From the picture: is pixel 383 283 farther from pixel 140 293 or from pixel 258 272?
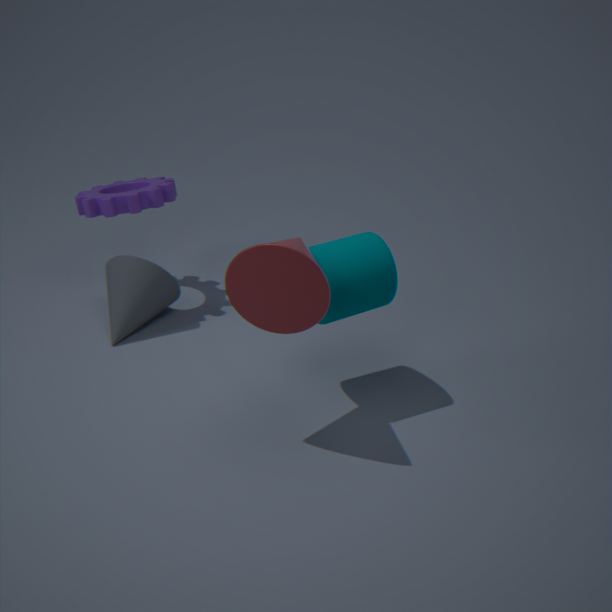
pixel 140 293
